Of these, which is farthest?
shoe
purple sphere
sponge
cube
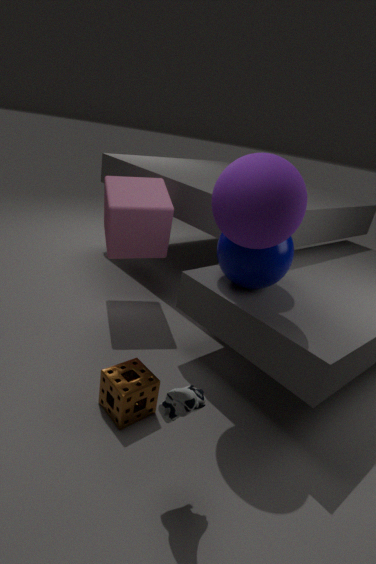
cube
